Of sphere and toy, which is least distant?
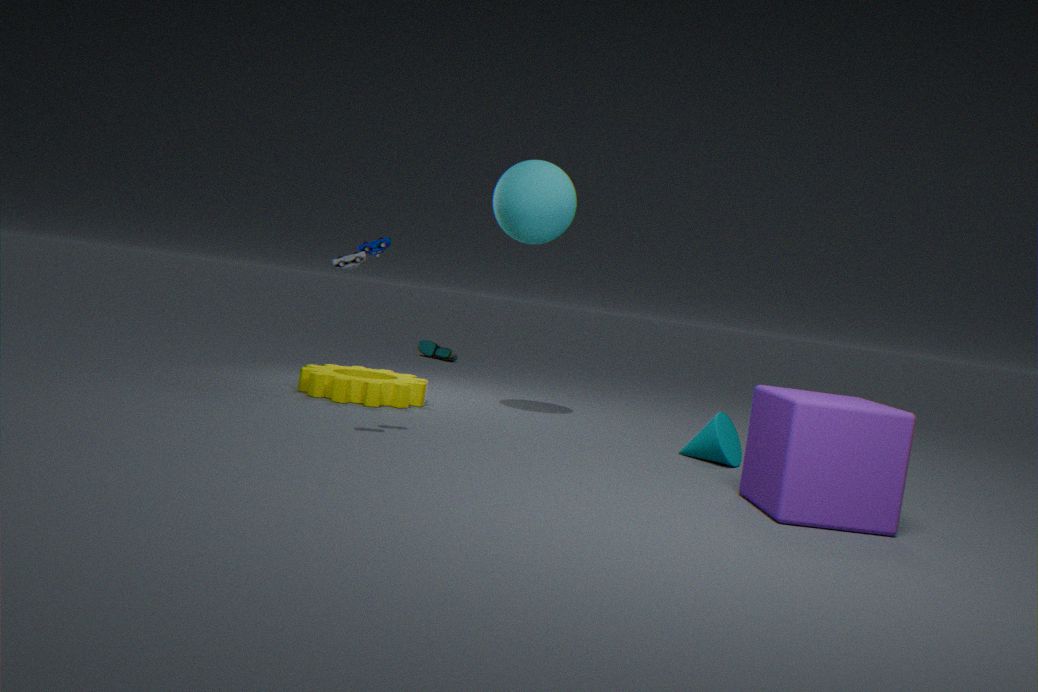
toy
